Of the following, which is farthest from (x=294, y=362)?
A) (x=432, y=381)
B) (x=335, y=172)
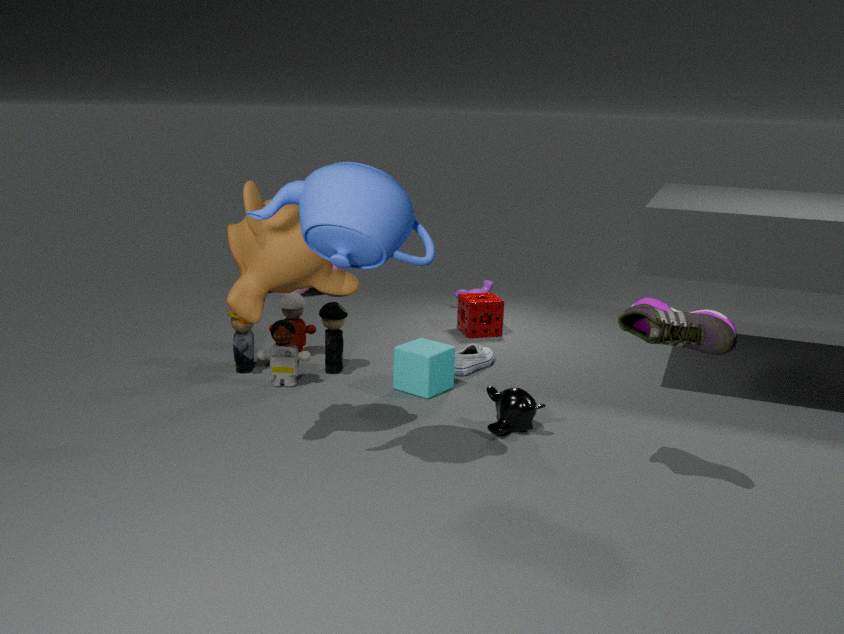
(x=335, y=172)
